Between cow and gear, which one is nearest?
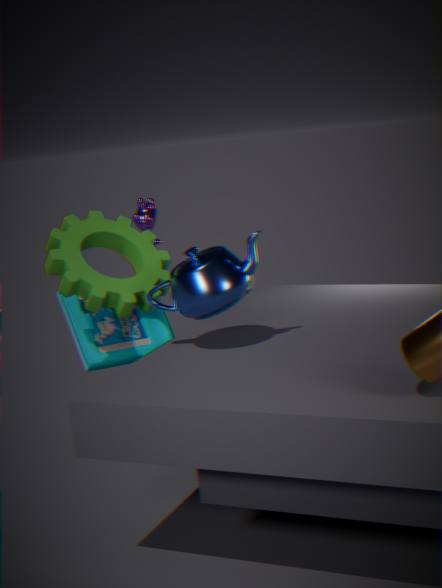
gear
